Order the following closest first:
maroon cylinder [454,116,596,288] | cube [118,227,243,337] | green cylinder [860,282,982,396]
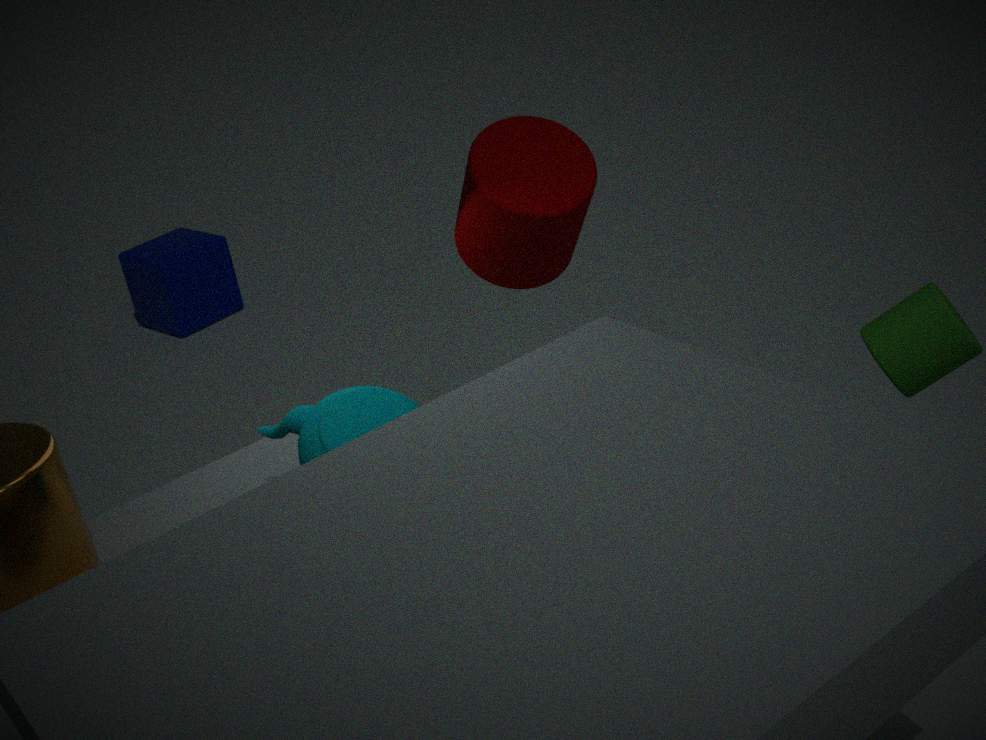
green cylinder [860,282,982,396] → maroon cylinder [454,116,596,288] → cube [118,227,243,337]
